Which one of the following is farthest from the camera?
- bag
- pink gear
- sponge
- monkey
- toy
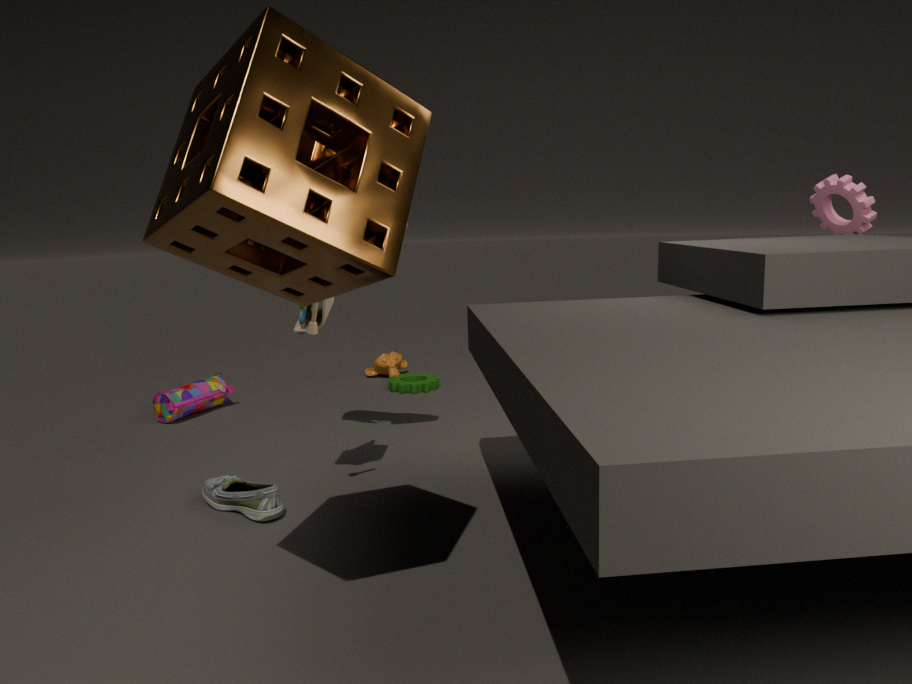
monkey
